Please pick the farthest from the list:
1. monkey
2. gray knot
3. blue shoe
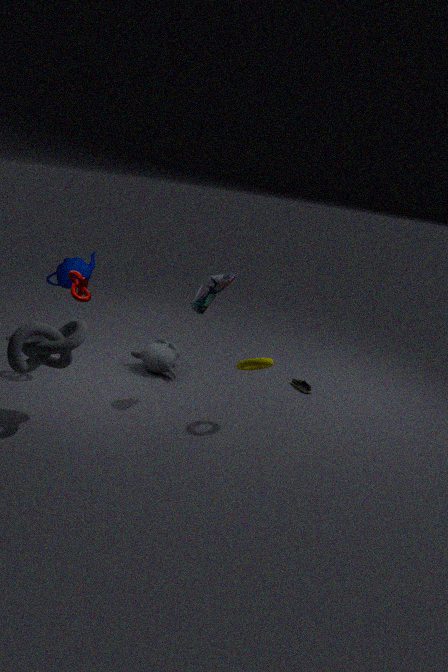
monkey
